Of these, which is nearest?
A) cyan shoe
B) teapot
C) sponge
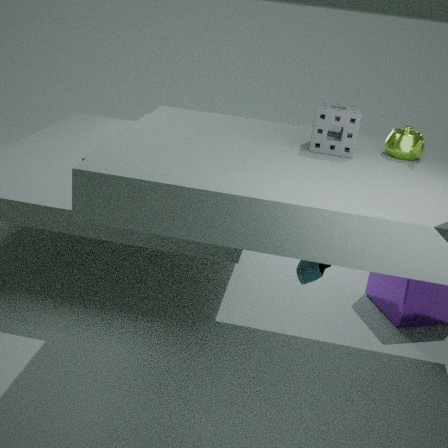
sponge
